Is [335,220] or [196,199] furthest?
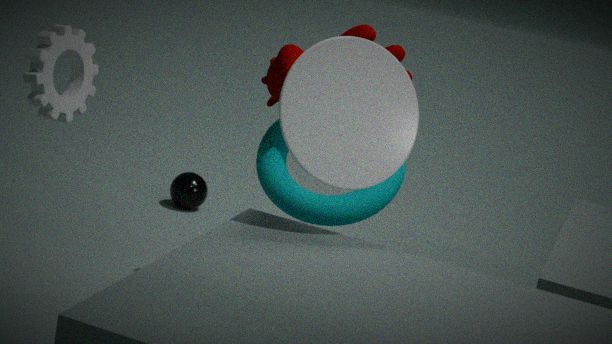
[196,199]
